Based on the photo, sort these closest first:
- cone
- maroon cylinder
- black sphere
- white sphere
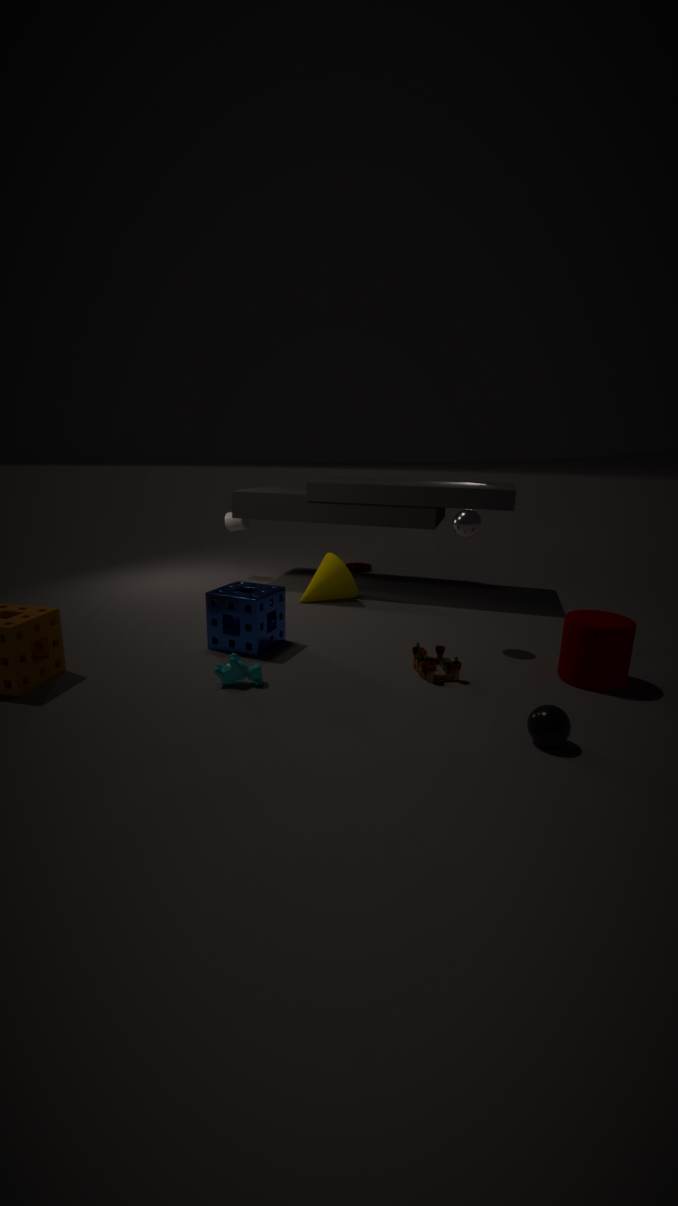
1. black sphere
2. maroon cylinder
3. white sphere
4. cone
